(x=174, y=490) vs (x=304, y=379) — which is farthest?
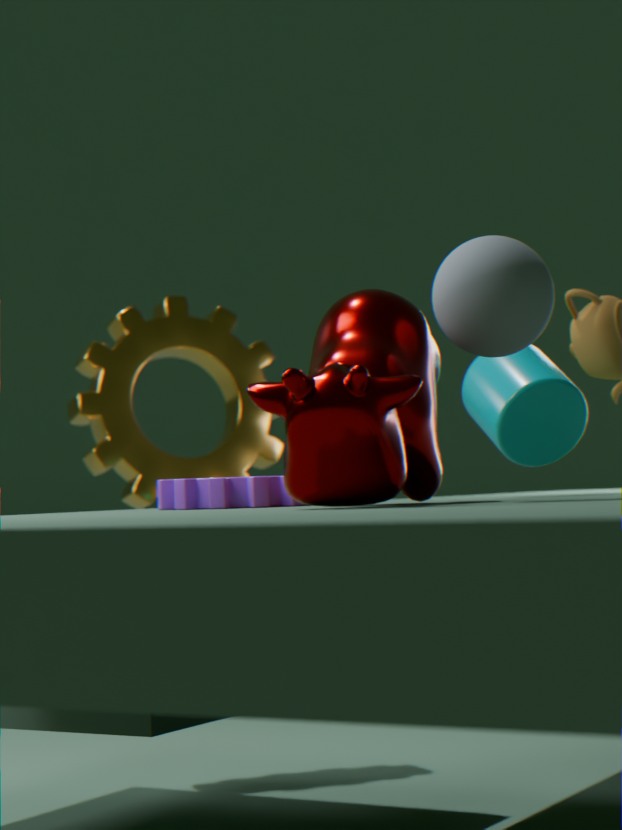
(x=174, y=490)
